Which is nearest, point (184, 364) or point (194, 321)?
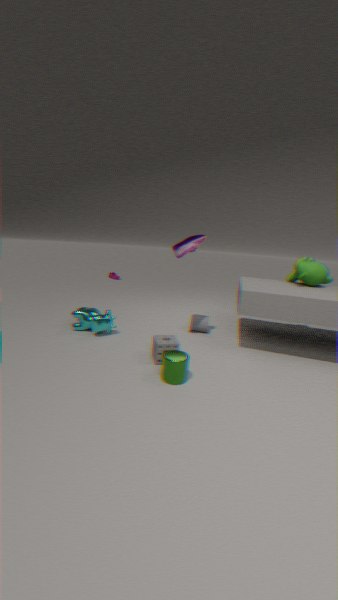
point (184, 364)
